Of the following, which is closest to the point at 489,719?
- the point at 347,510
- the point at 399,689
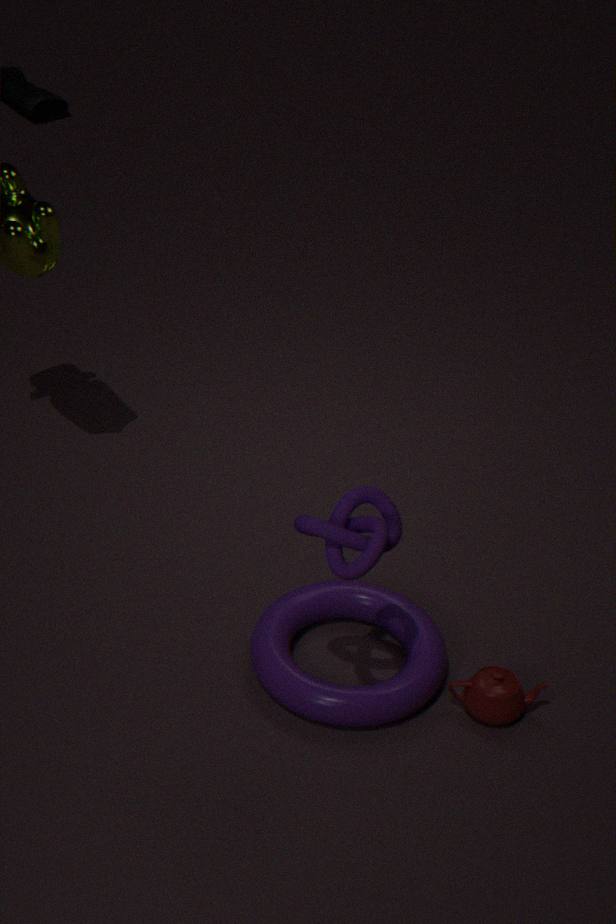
the point at 399,689
